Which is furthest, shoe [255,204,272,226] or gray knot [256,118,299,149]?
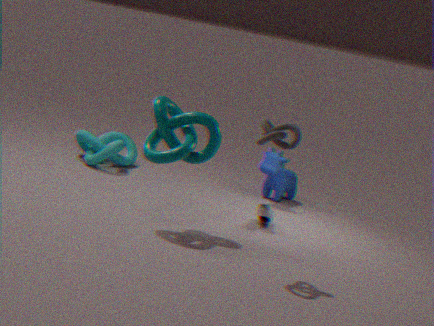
shoe [255,204,272,226]
